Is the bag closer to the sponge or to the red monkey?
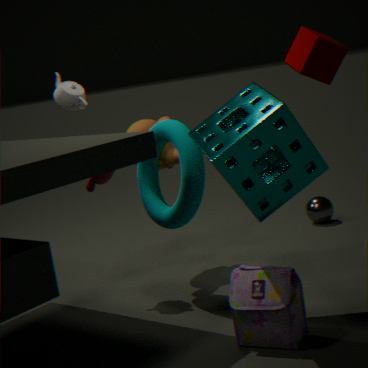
the sponge
